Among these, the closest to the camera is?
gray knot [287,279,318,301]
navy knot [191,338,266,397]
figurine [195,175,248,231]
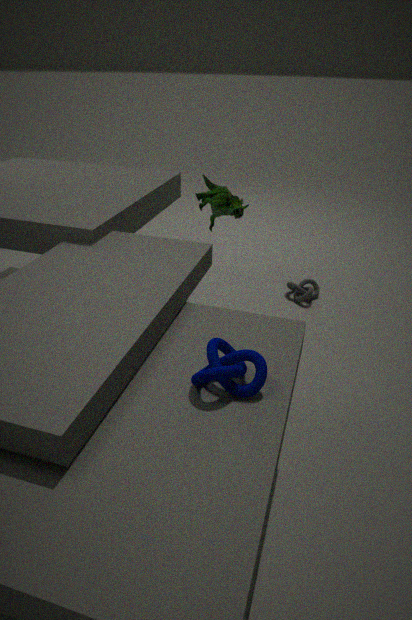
navy knot [191,338,266,397]
